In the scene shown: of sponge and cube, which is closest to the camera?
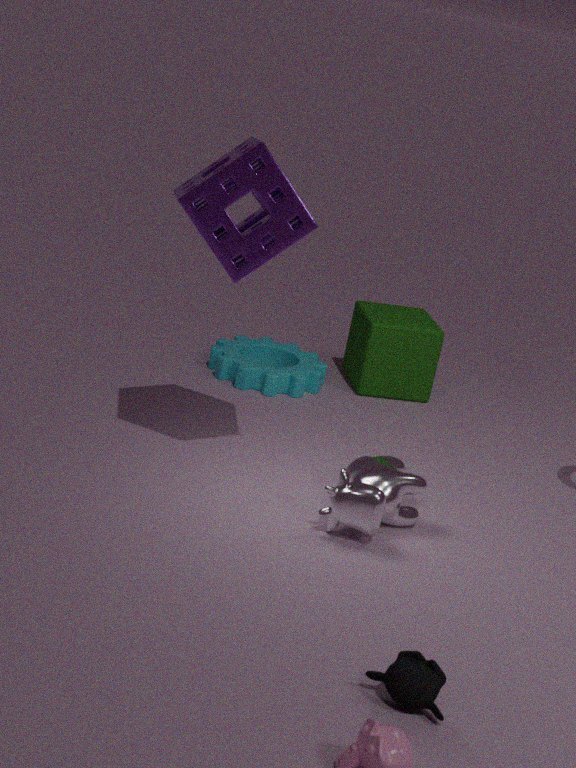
sponge
